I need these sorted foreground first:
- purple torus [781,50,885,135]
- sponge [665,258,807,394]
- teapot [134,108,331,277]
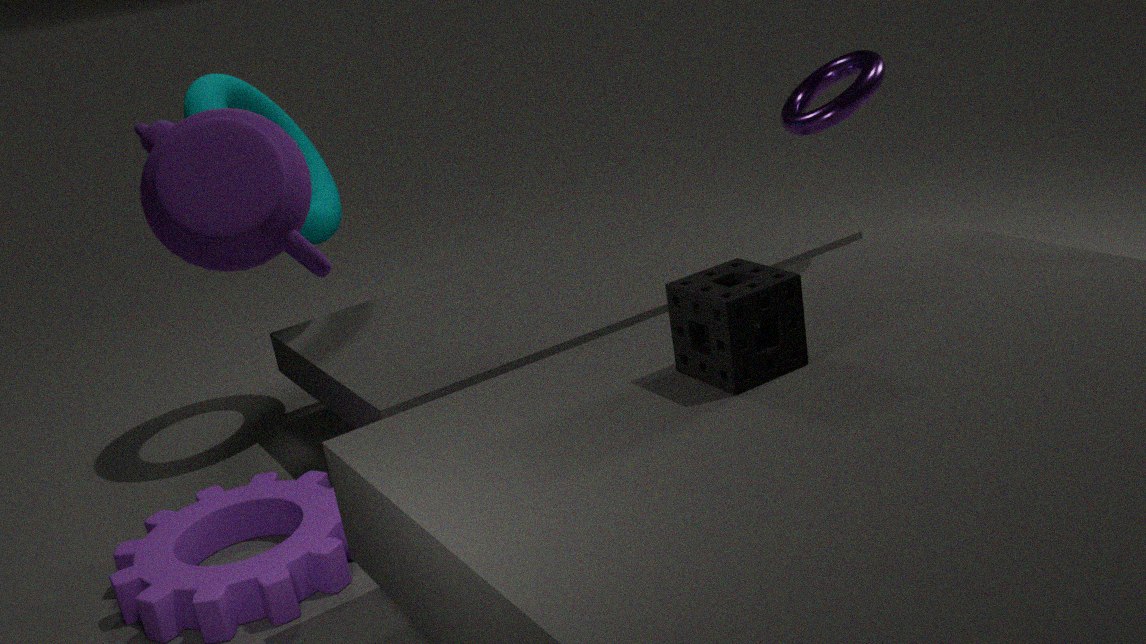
teapot [134,108,331,277] < sponge [665,258,807,394] < purple torus [781,50,885,135]
